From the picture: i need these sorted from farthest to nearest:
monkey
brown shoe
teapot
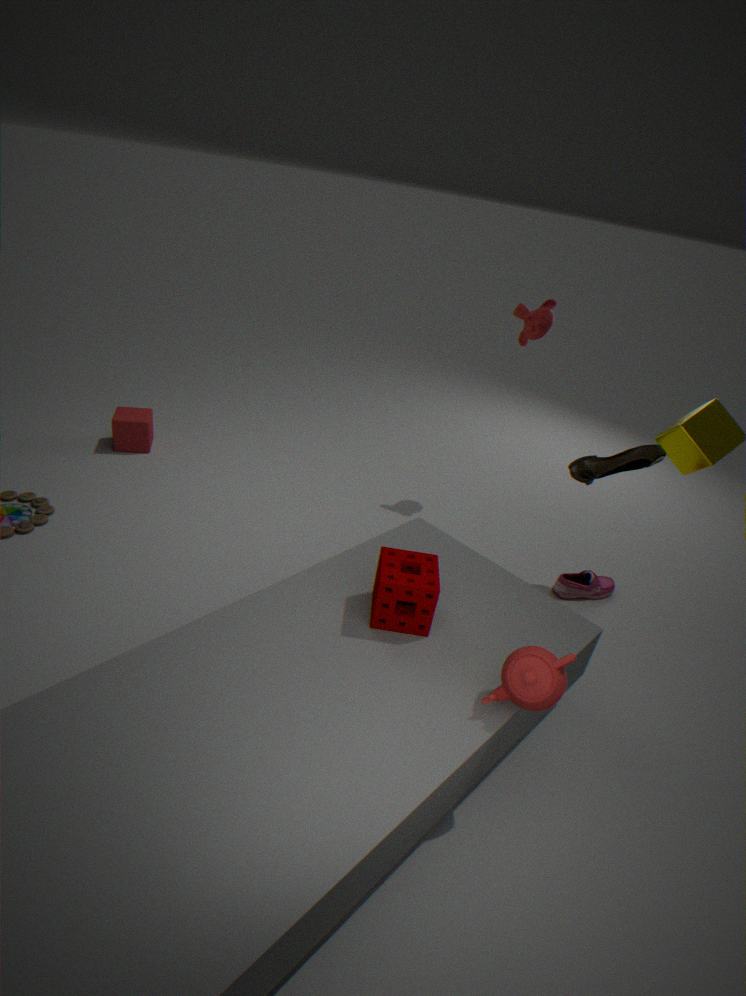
1. monkey
2. brown shoe
3. teapot
